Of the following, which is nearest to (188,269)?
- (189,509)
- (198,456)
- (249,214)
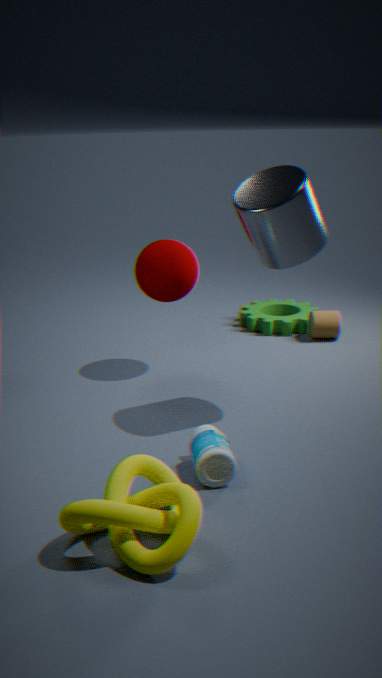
(249,214)
